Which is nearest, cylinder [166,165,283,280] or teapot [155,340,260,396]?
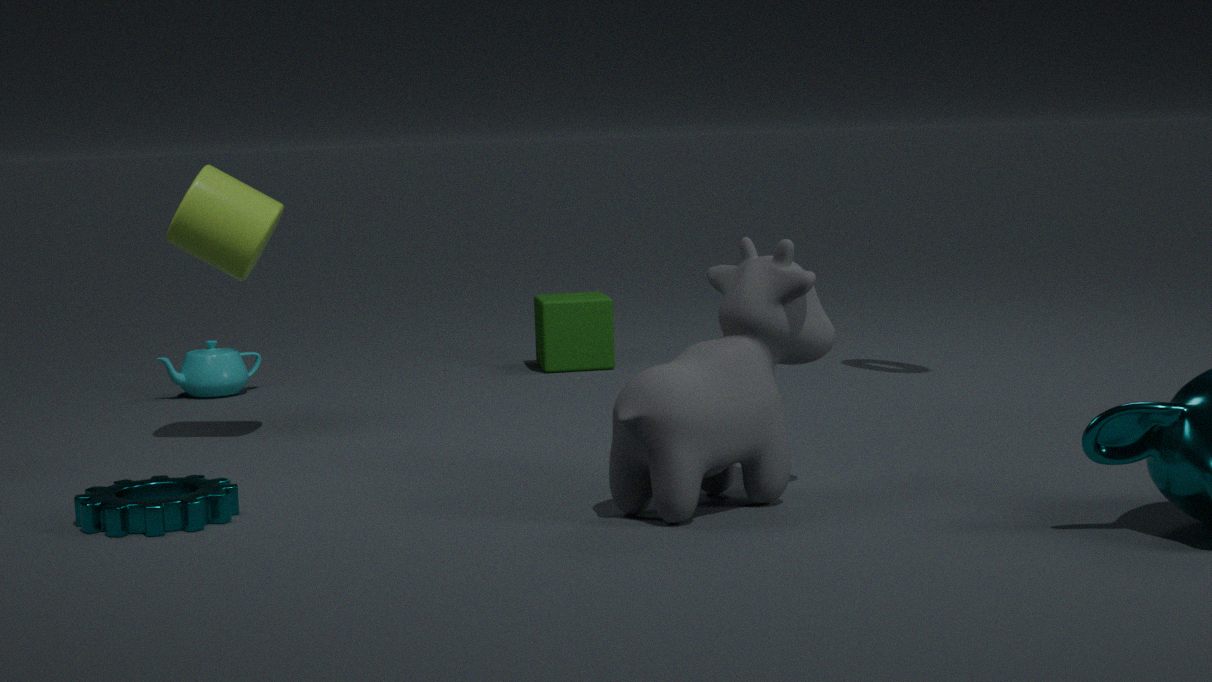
cylinder [166,165,283,280]
